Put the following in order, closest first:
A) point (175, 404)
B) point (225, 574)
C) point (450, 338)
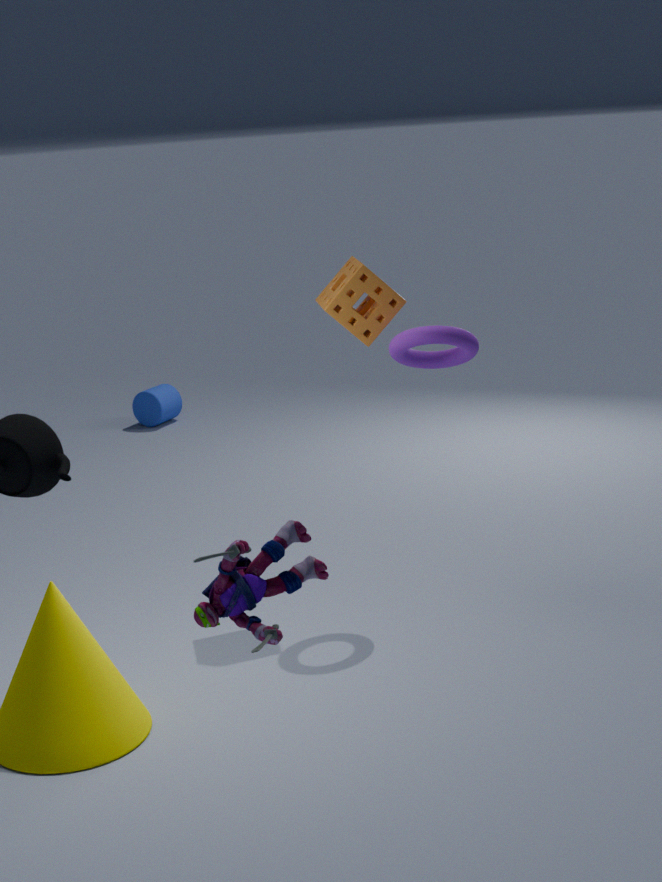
1. point (225, 574)
2. point (450, 338)
3. point (175, 404)
